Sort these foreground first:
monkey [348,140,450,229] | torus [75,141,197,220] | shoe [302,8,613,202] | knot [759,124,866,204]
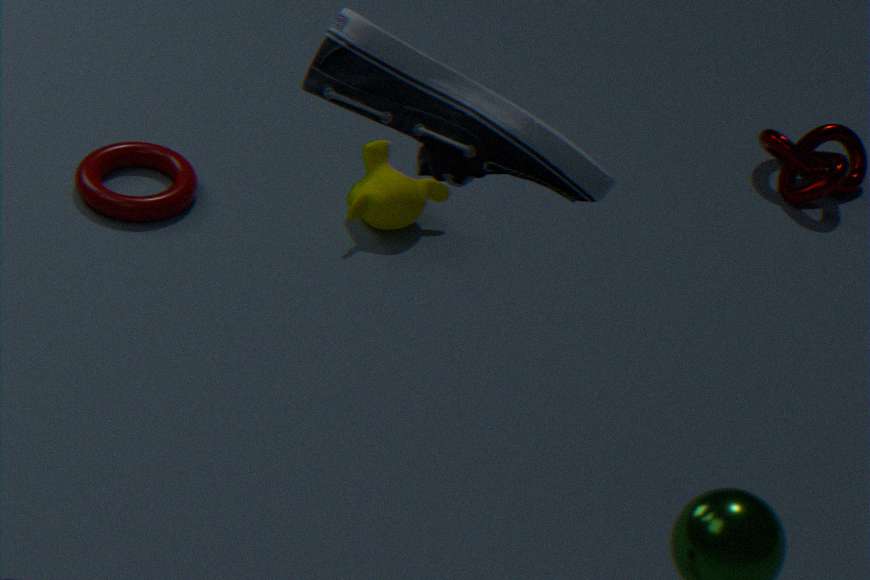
shoe [302,8,613,202], torus [75,141,197,220], monkey [348,140,450,229], knot [759,124,866,204]
